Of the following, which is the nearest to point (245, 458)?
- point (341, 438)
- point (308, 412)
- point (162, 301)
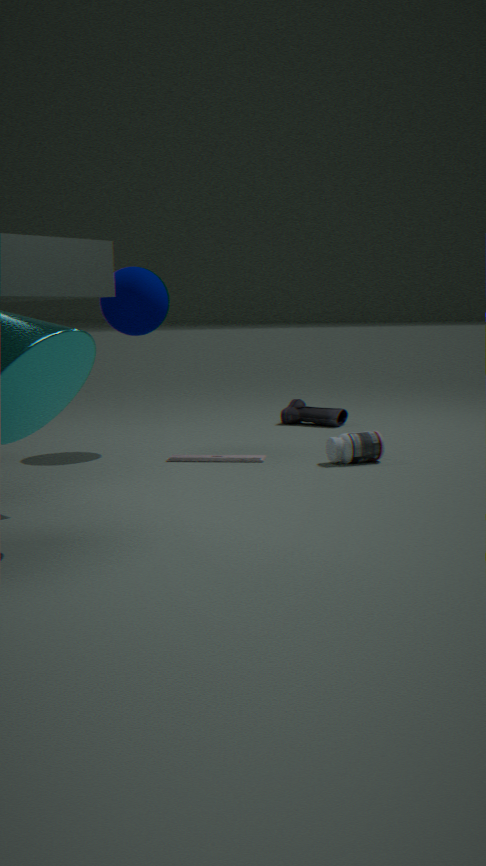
point (341, 438)
